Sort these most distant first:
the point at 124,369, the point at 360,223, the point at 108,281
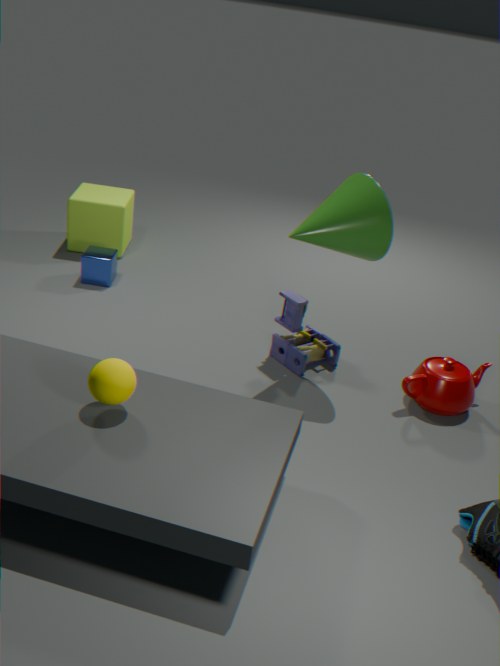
1. the point at 108,281
2. the point at 360,223
3. the point at 124,369
